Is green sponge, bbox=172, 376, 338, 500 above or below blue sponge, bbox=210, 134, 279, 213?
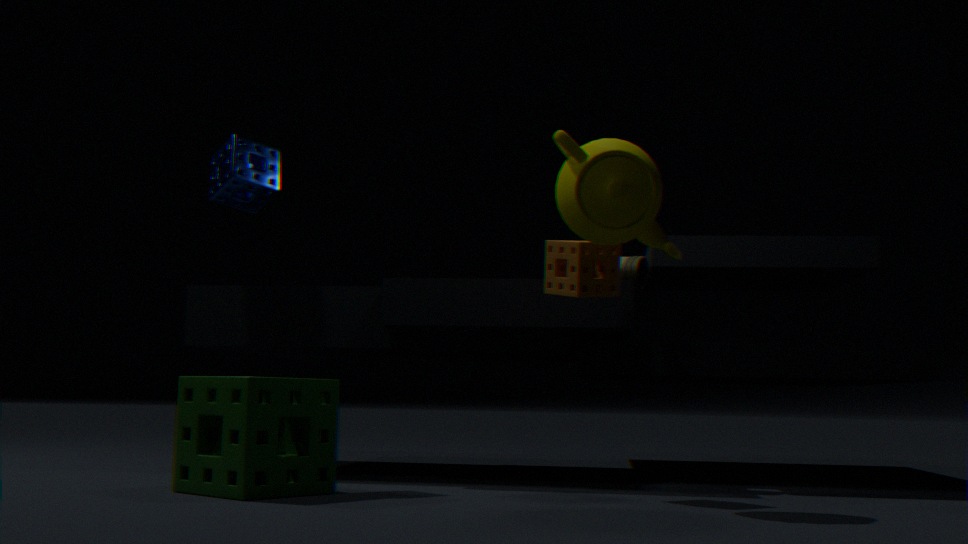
below
